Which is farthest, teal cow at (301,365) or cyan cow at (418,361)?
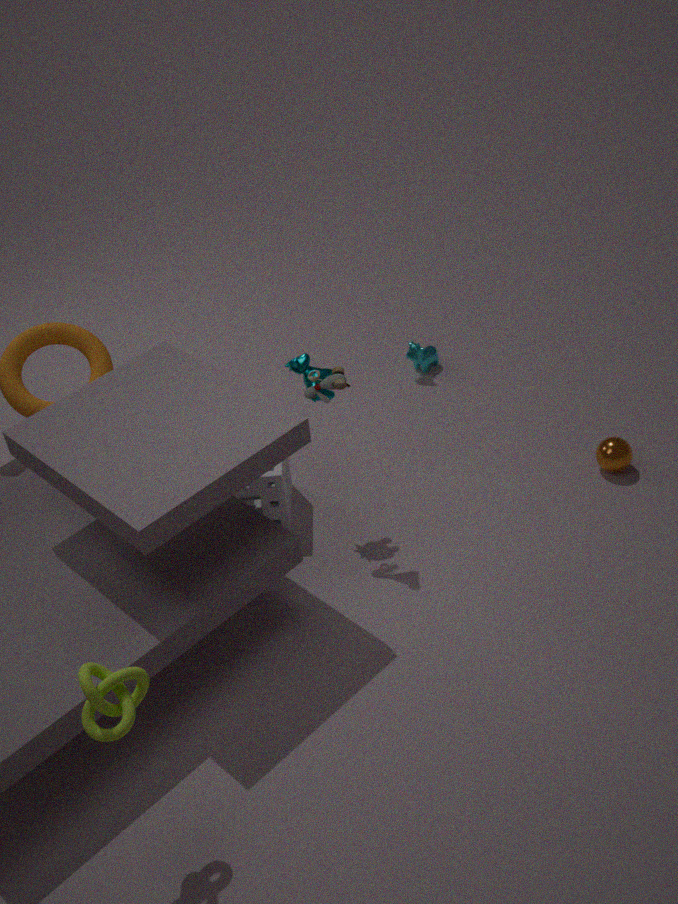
cyan cow at (418,361)
